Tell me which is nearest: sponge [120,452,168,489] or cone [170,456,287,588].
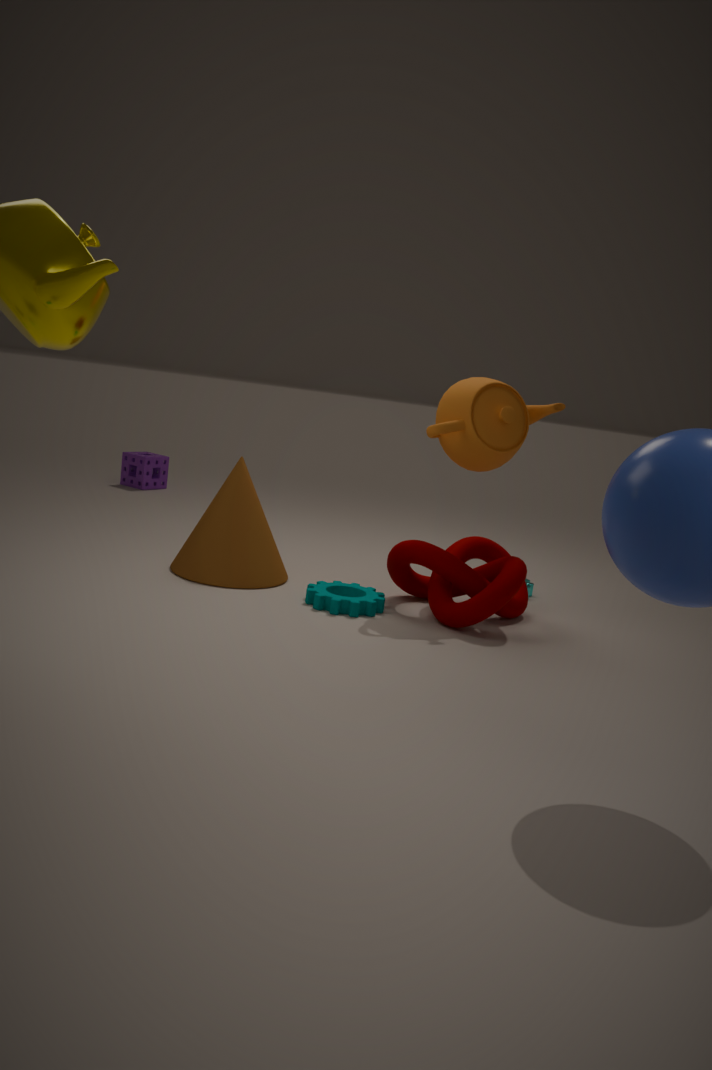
cone [170,456,287,588]
